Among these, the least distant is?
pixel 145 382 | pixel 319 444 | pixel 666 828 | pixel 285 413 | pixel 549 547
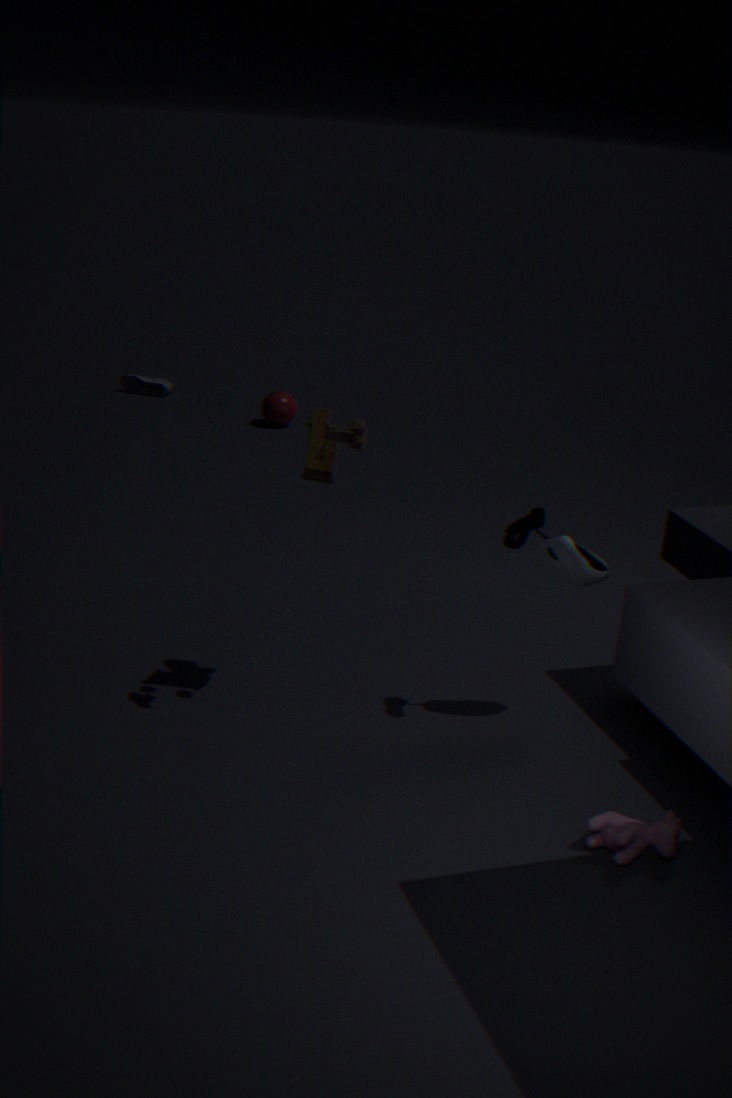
pixel 666 828
